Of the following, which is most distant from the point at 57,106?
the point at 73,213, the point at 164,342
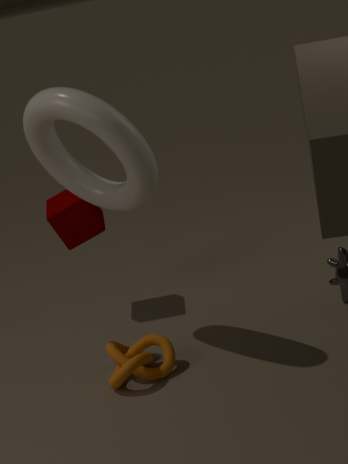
the point at 164,342
